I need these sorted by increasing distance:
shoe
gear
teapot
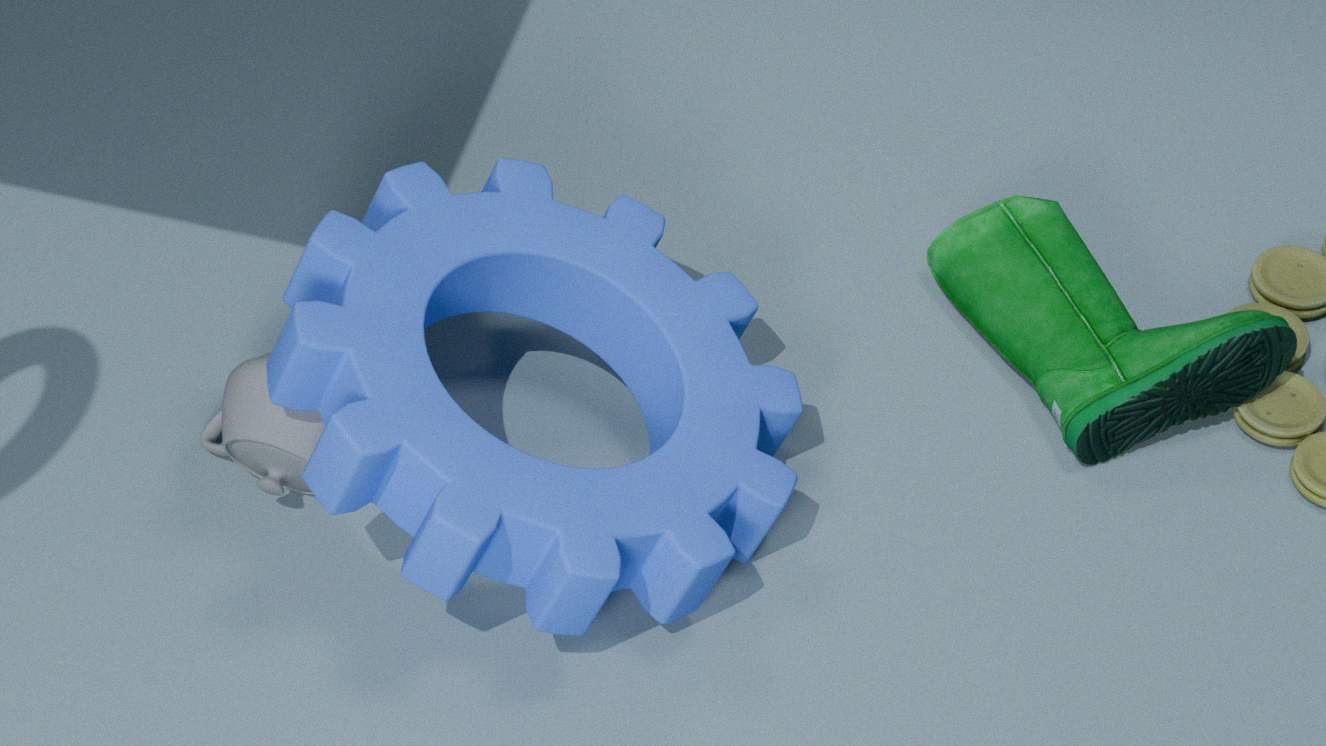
gear
teapot
shoe
